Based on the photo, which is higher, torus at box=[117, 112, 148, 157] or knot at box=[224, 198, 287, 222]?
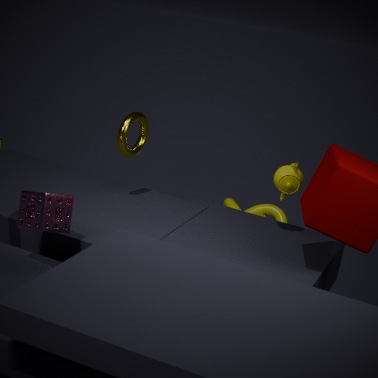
torus at box=[117, 112, 148, 157]
